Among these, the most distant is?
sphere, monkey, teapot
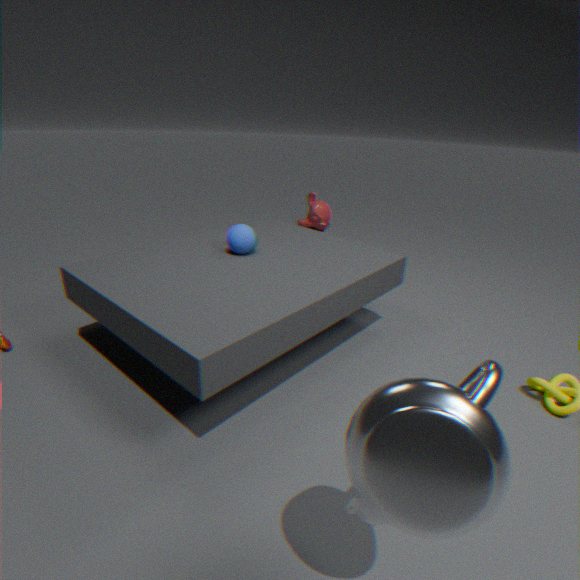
monkey
